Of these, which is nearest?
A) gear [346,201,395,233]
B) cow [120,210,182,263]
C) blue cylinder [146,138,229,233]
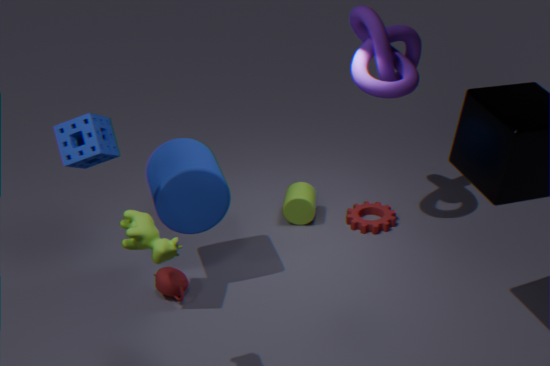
cow [120,210,182,263]
